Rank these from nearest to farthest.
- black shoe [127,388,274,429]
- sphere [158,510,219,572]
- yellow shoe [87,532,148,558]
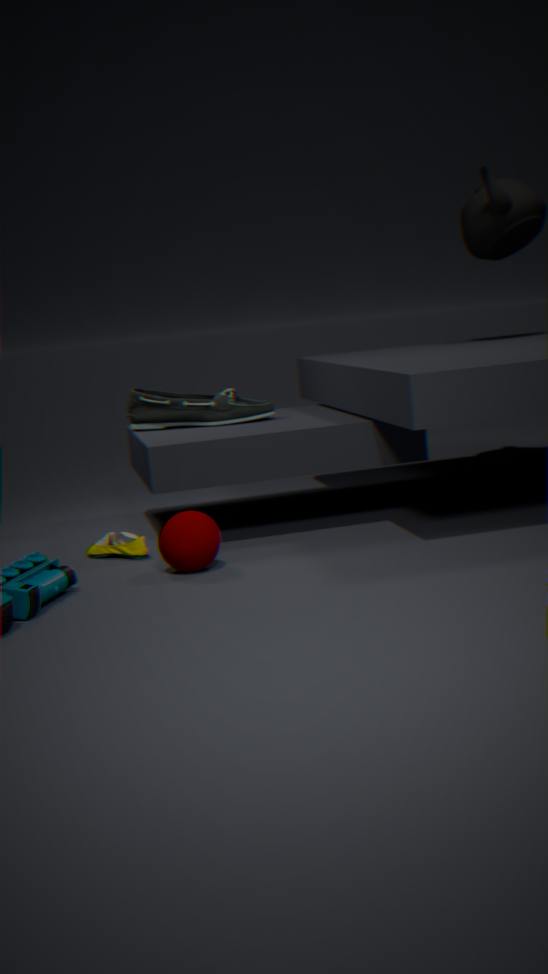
sphere [158,510,219,572], yellow shoe [87,532,148,558], black shoe [127,388,274,429]
